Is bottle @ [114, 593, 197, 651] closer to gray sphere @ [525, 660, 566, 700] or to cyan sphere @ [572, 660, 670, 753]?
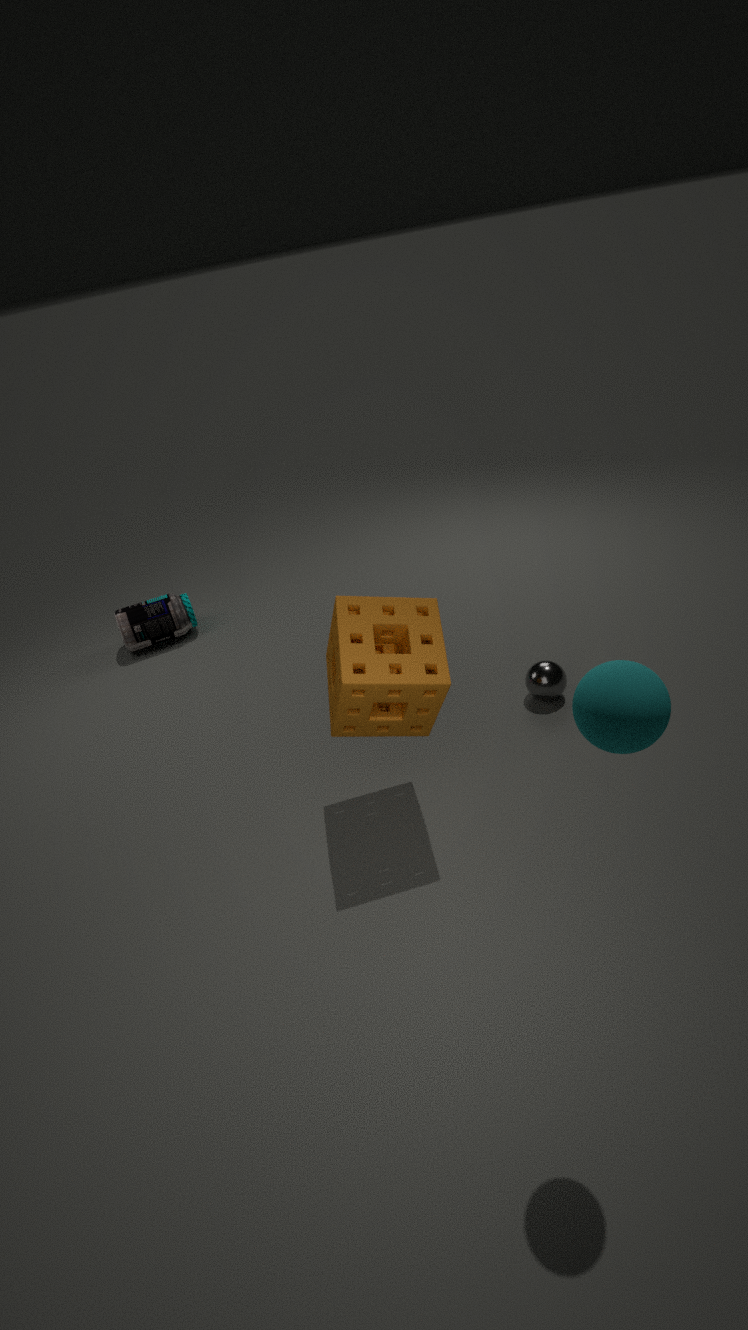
gray sphere @ [525, 660, 566, 700]
